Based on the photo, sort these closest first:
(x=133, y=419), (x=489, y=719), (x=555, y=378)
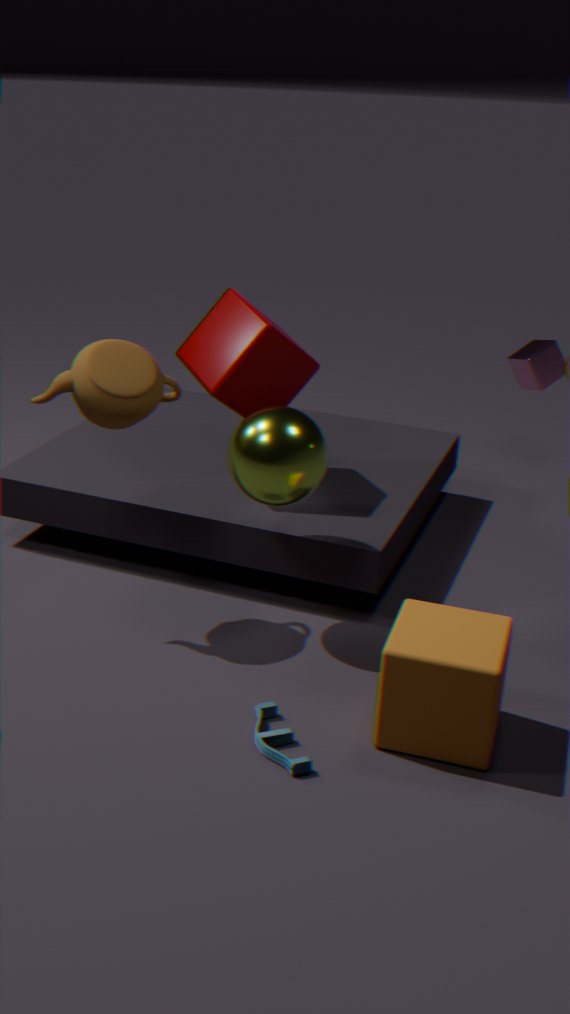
1. (x=489, y=719)
2. (x=133, y=419)
3. (x=555, y=378)
